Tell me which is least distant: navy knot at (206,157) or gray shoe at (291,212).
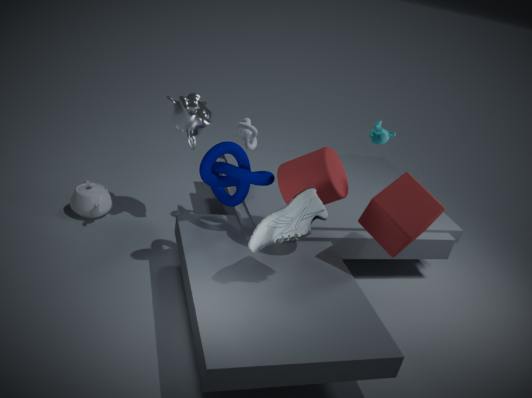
gray shoe at (291,212)
